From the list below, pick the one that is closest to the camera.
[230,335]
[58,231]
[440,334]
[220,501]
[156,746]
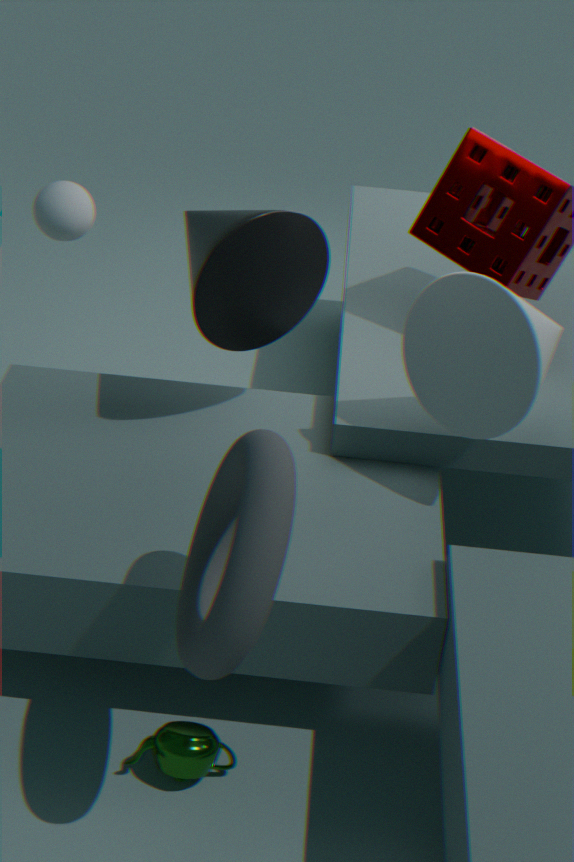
[220,501]
